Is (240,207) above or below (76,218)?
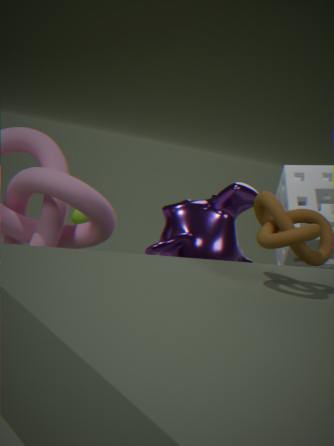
above
